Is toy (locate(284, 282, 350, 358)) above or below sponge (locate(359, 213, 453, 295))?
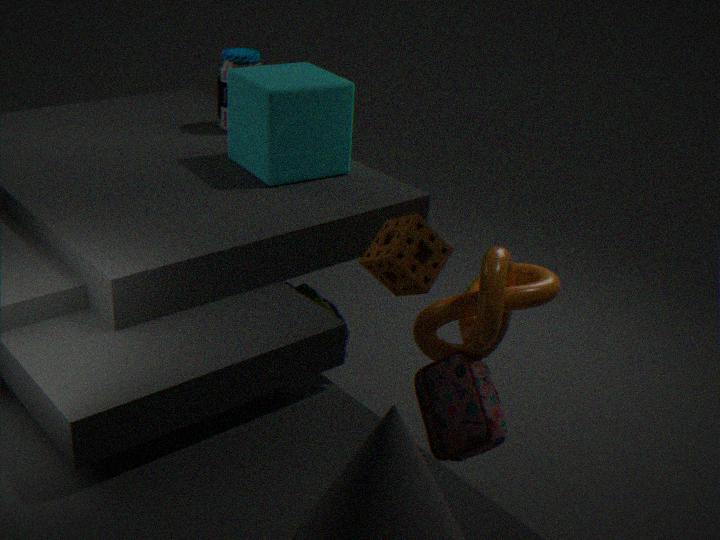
below
